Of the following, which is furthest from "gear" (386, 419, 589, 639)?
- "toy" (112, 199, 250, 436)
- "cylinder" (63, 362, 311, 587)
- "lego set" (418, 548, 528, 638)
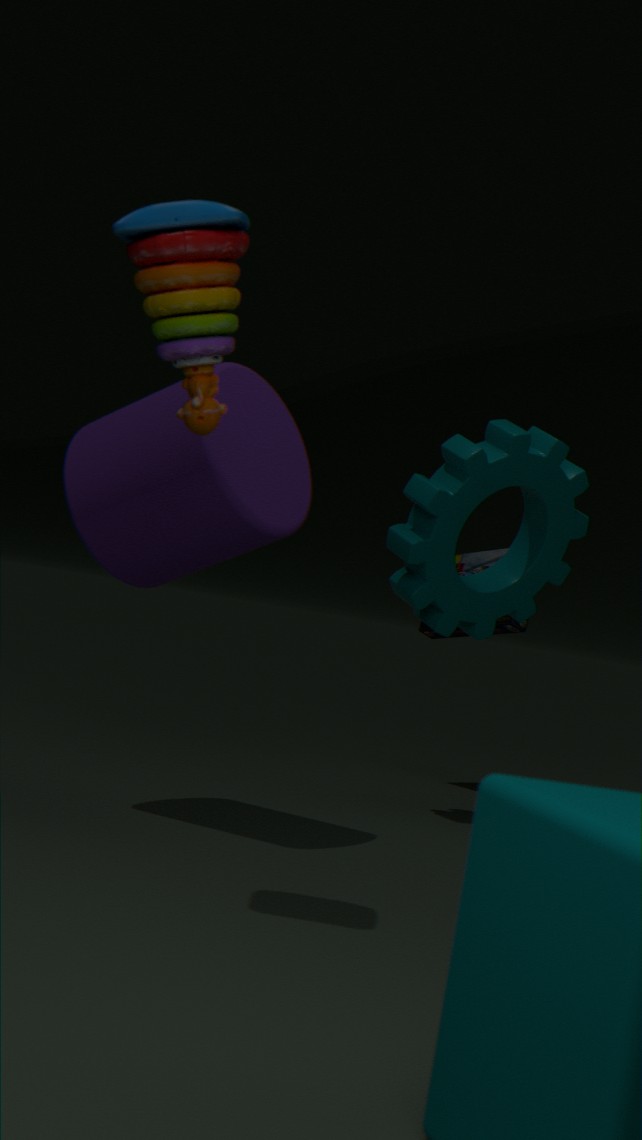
"toy" (112, 199, 250, 436)
